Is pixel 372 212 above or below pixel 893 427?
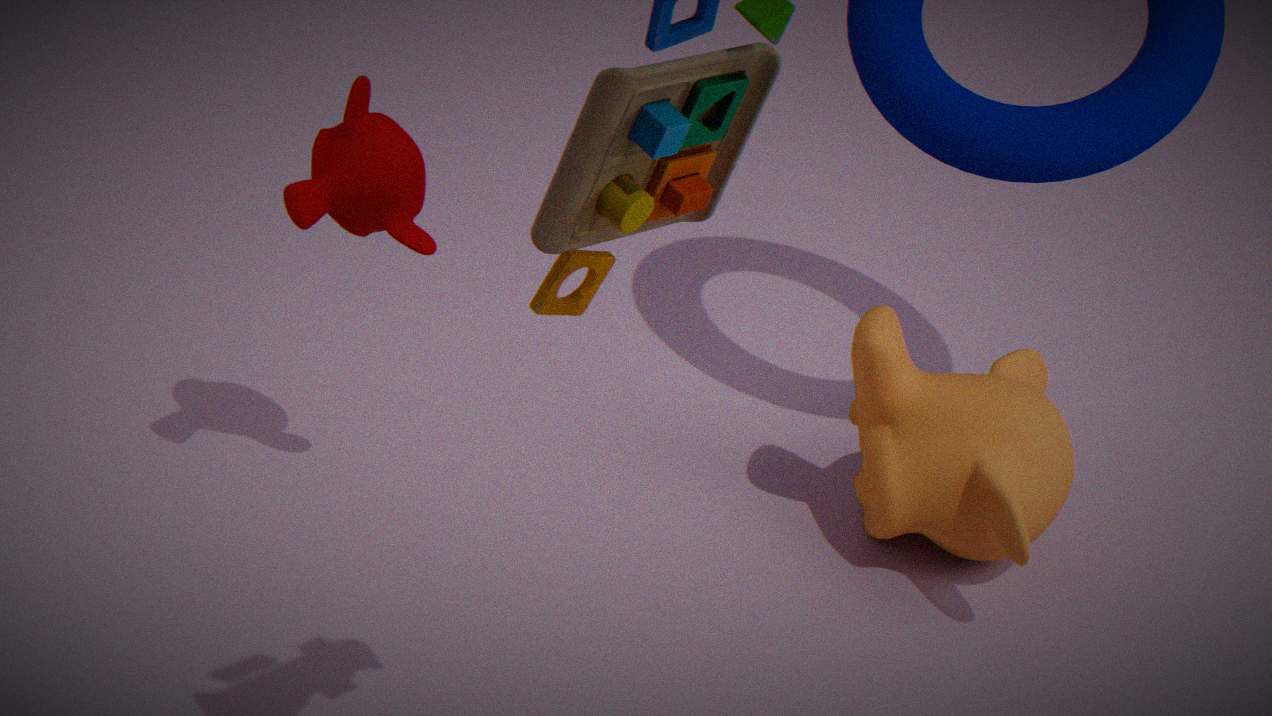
above
